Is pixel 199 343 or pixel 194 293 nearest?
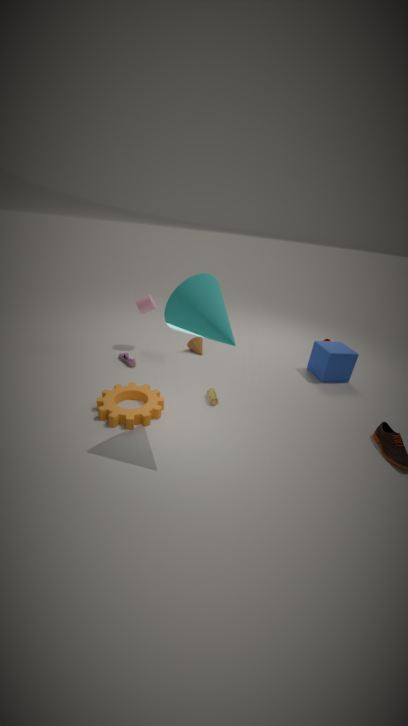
pixel 194 293
